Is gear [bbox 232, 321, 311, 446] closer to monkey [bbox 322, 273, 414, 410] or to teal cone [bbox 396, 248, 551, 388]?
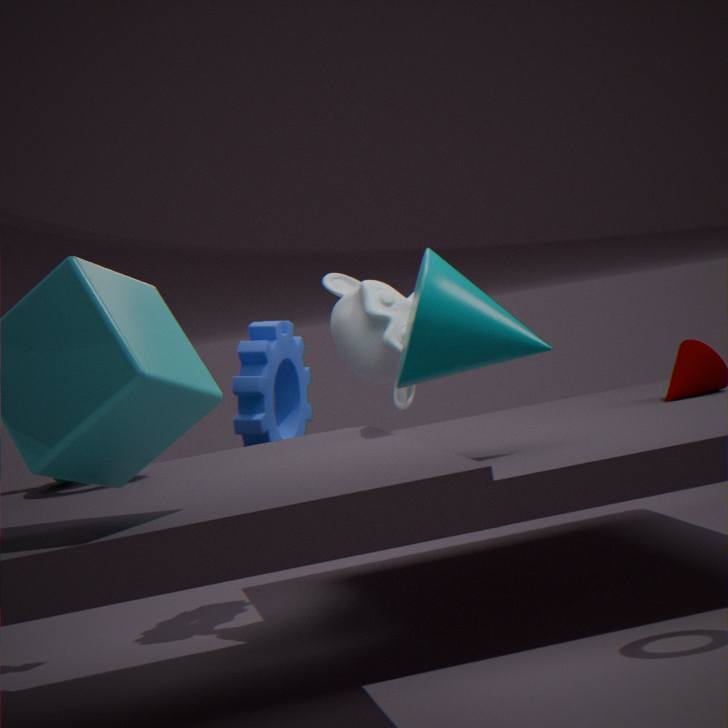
monkey [bbox 322, 273, 414, 410]
